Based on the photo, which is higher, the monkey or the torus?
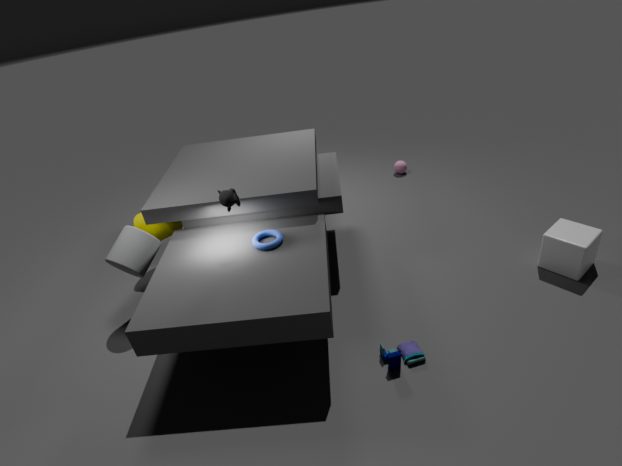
the monkey
